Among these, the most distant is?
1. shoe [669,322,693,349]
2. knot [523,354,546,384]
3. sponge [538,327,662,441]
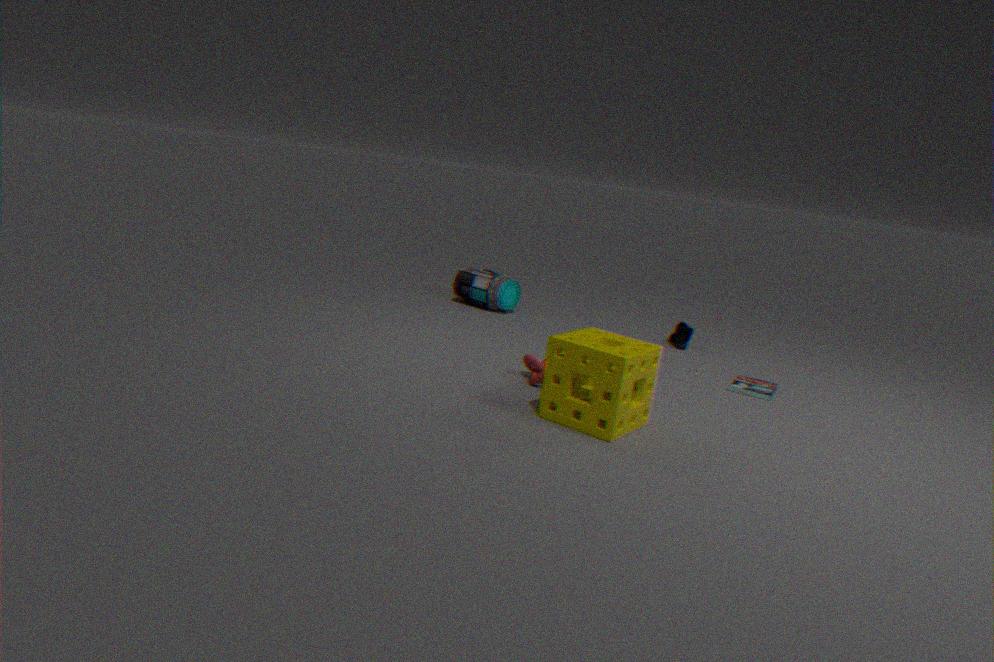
shoe [669,322,693,349]
